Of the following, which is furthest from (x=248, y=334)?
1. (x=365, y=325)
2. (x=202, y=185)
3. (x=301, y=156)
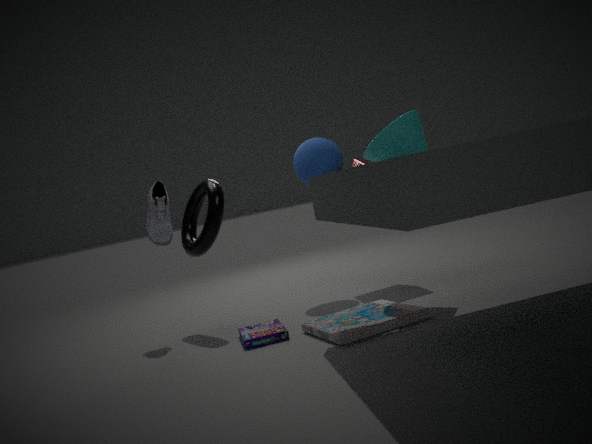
(x=301, y=156)
